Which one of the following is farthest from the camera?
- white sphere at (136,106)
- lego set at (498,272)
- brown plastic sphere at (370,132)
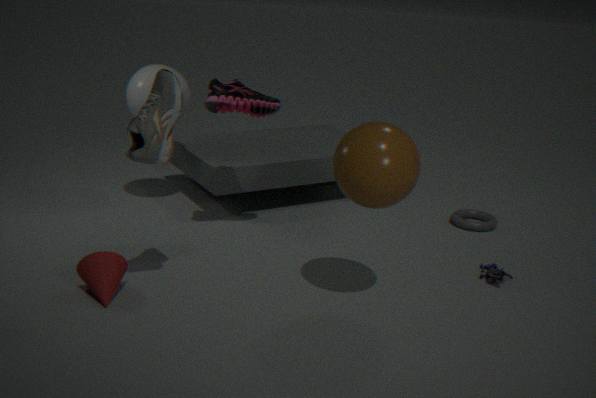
white sphere at (136,106)
